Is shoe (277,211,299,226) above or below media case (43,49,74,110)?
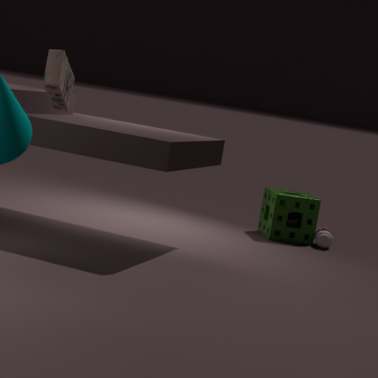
below
